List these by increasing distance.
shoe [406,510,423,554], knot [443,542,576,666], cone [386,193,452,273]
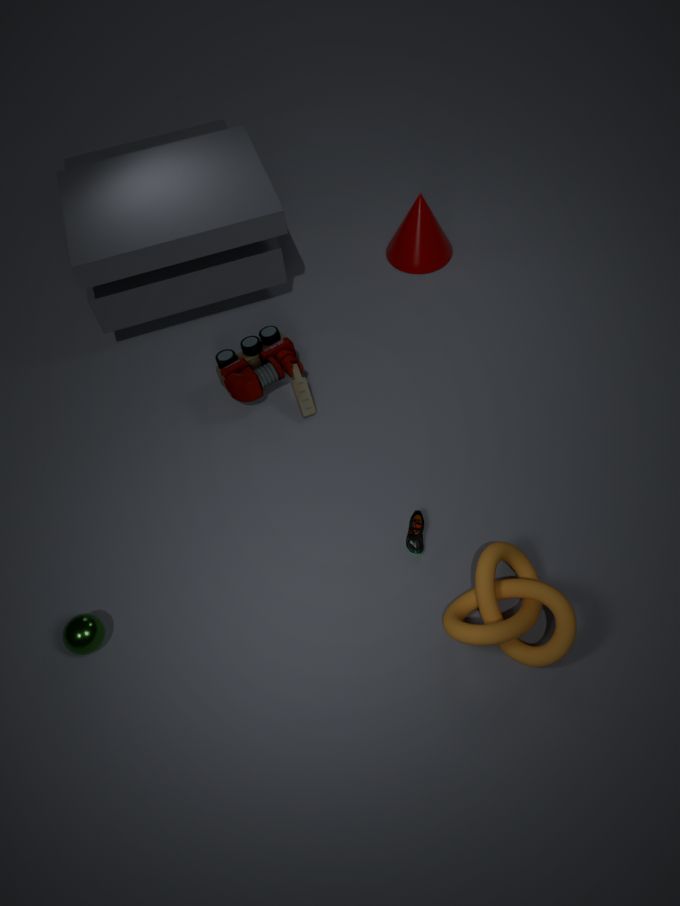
knot [443,542,576,666] → shoe [406,510,423,554] → cone [386,193,452,273]
